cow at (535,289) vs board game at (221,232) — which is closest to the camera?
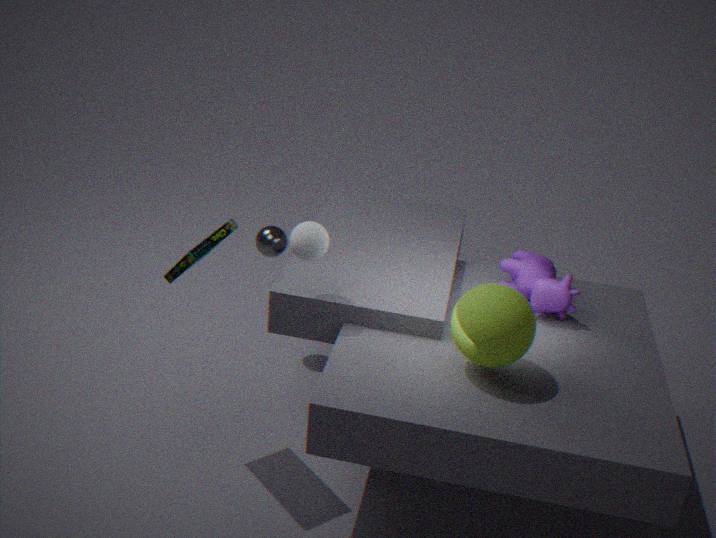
board game at (221,232)
